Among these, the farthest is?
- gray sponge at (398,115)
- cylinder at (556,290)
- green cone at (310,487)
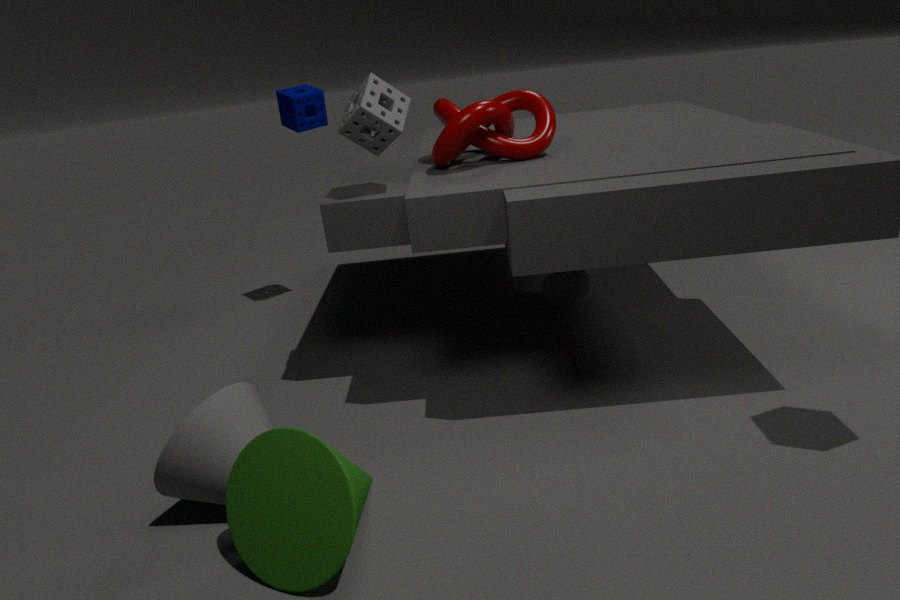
cylinder at (556,290)
